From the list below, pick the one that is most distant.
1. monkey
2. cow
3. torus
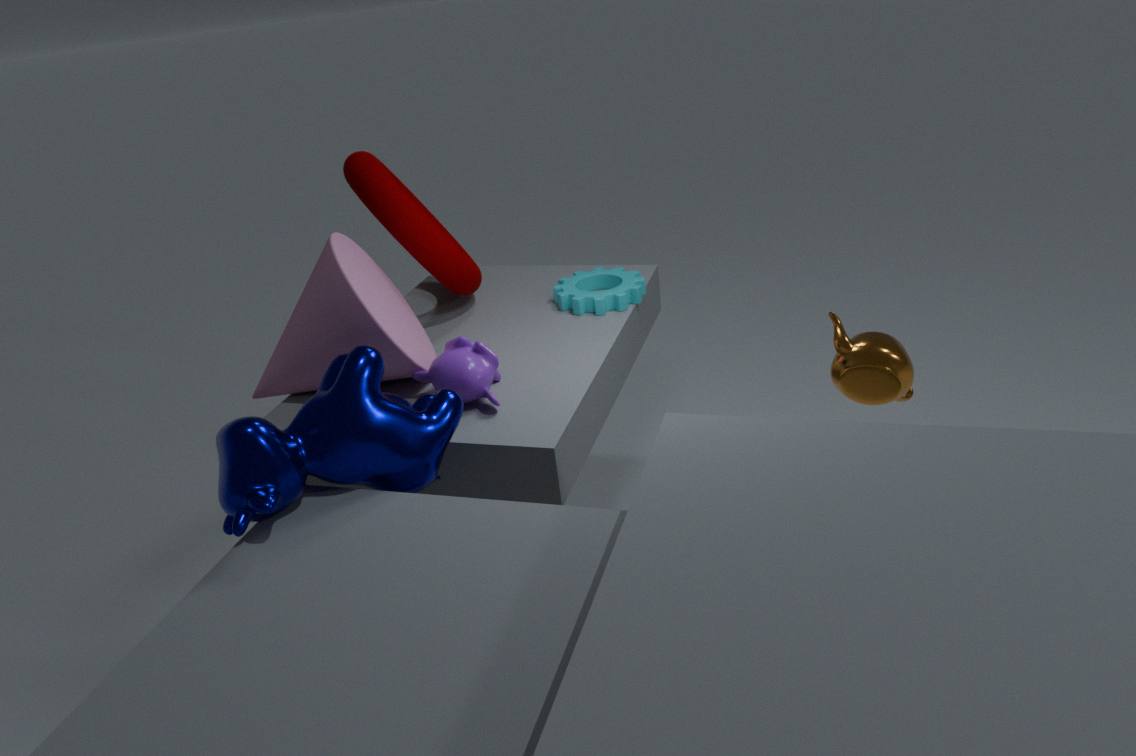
torus
